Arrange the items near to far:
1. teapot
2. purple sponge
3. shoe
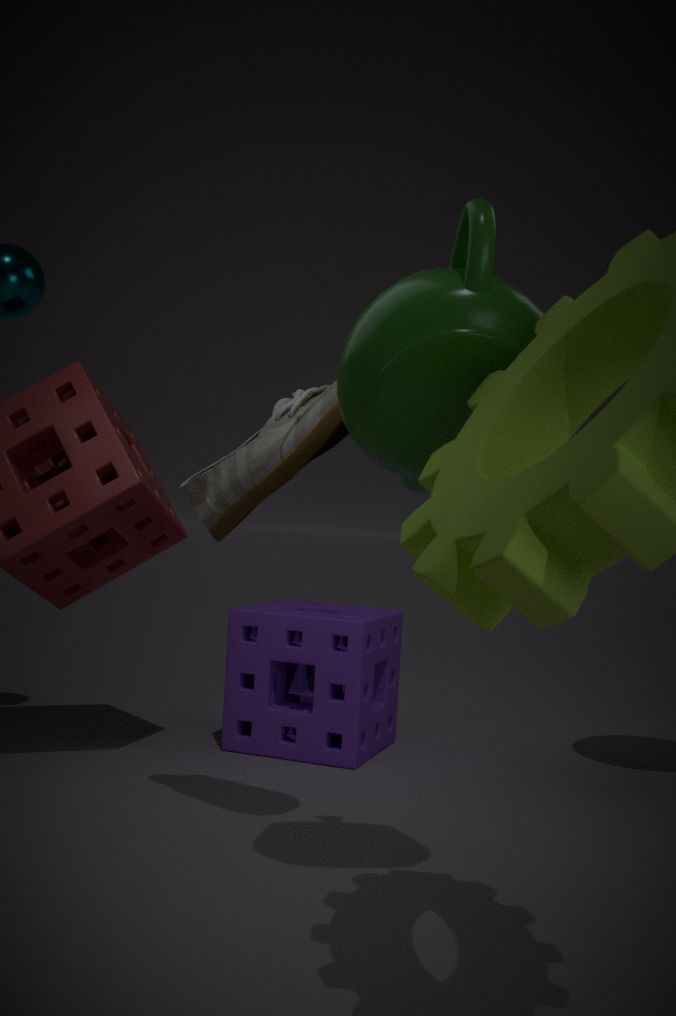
teapot → shoe → purple sponge
